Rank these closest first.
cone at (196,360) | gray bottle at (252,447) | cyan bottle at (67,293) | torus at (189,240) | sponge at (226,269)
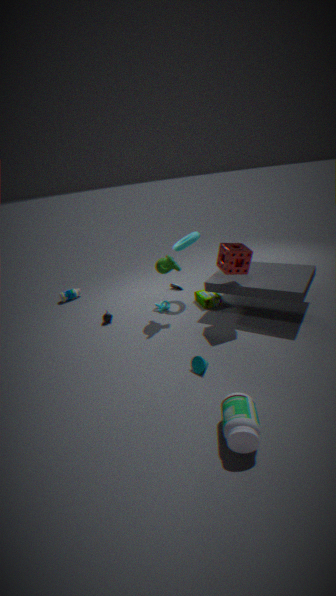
gray bottle at (252,447), cone at (196,360), sponge at (226,269), torus at (189,240), cyan bottle at (67,293)
